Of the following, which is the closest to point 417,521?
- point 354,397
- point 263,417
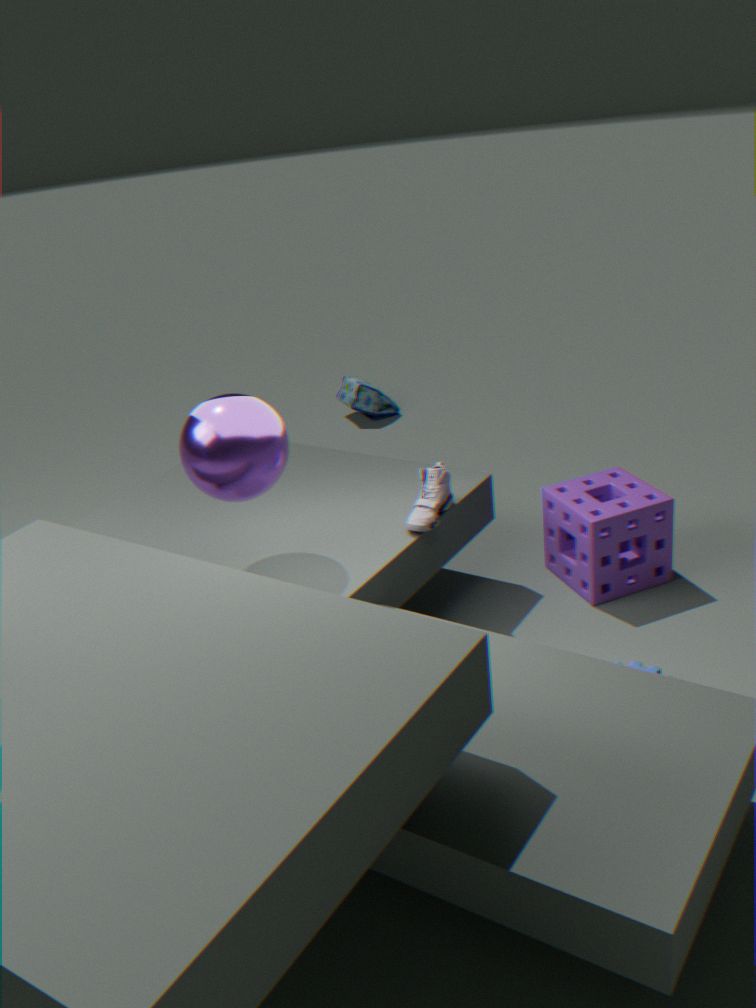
point 263,417
